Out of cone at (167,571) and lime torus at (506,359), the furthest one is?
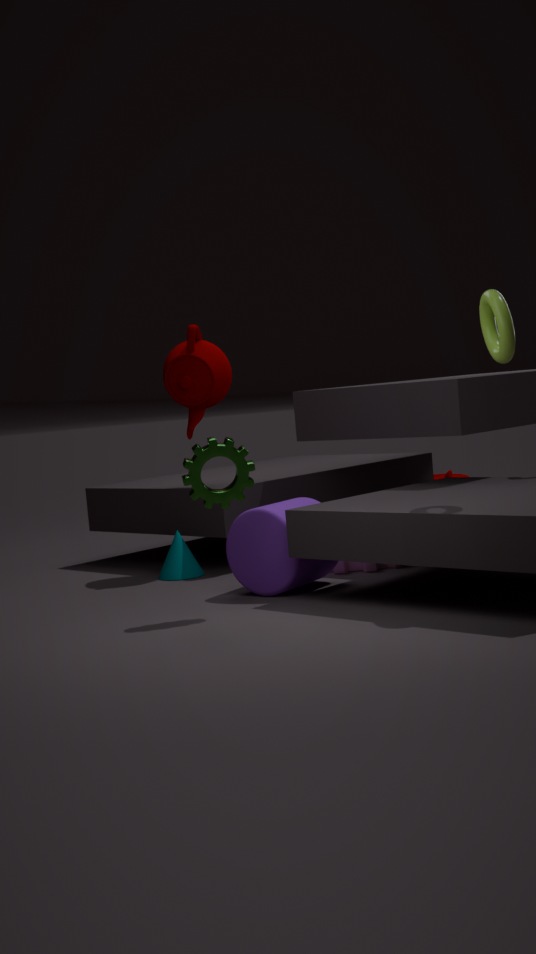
cone at (167,571)
